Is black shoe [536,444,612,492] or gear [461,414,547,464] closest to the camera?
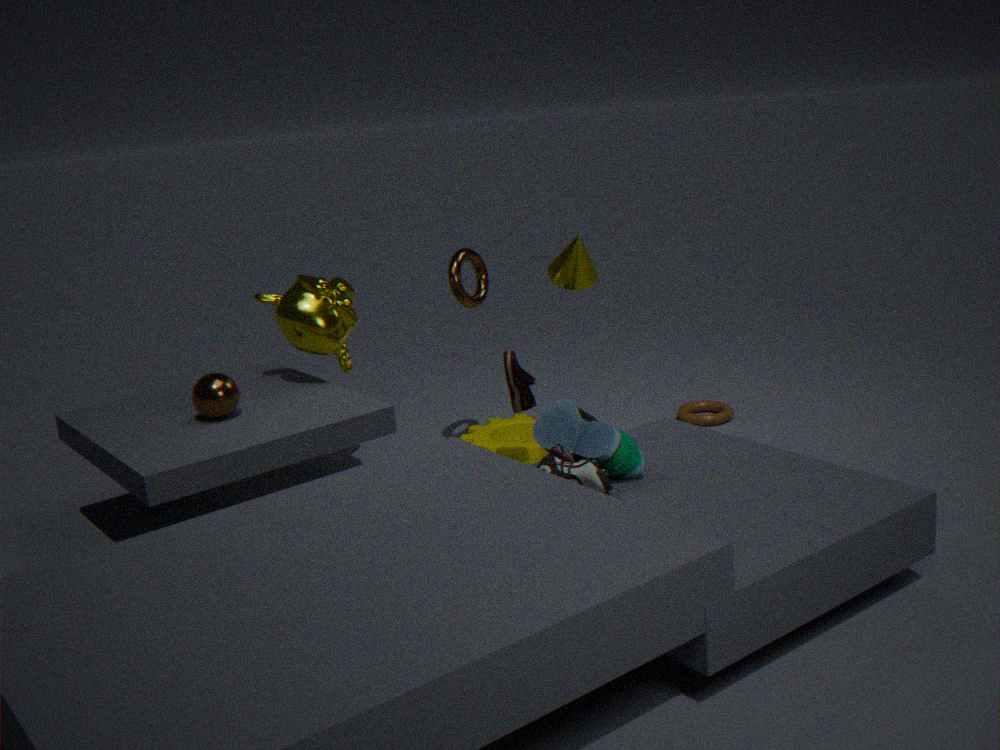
black shoe [536,444,612,492]
